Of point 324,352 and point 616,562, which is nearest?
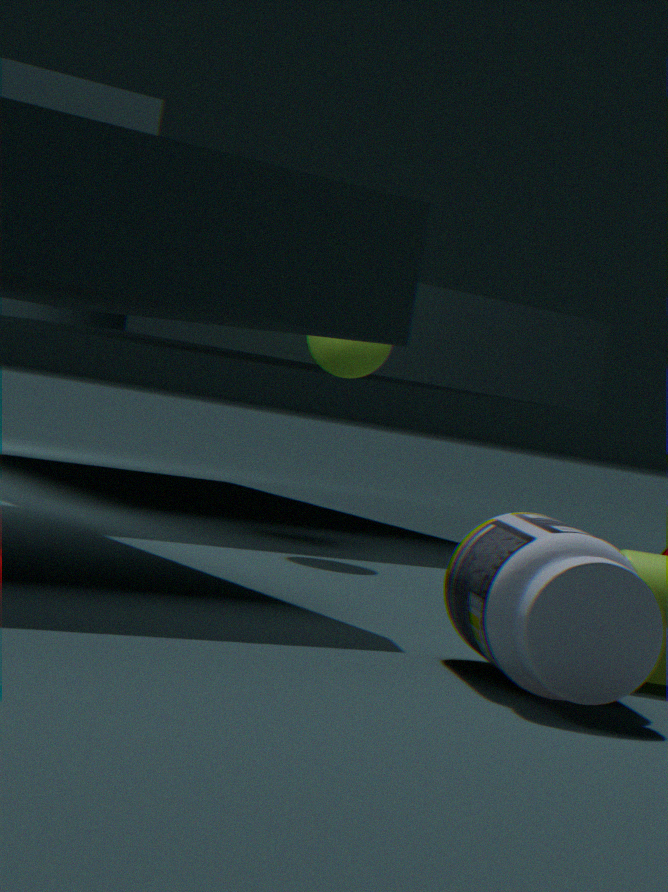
point 616,562
